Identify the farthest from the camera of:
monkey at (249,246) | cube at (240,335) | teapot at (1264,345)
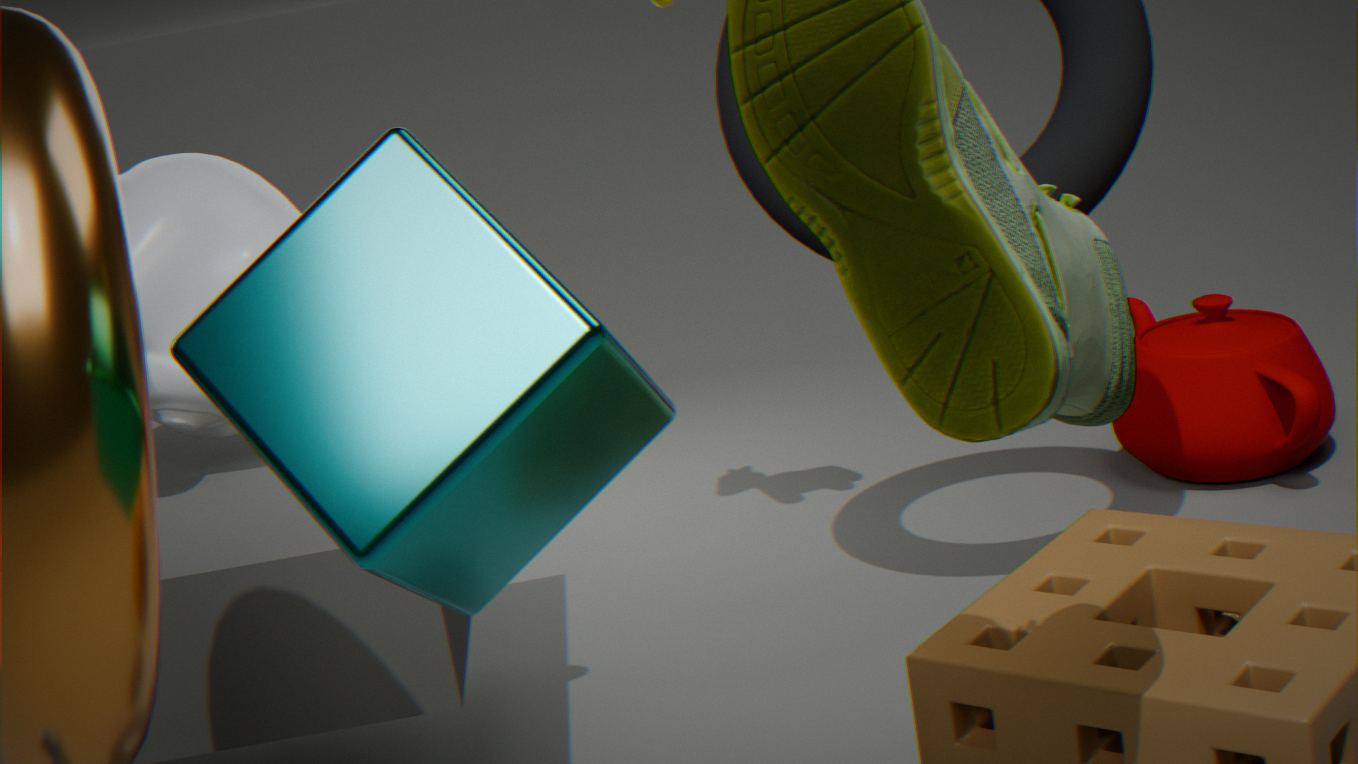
teapot at (1264,345)
